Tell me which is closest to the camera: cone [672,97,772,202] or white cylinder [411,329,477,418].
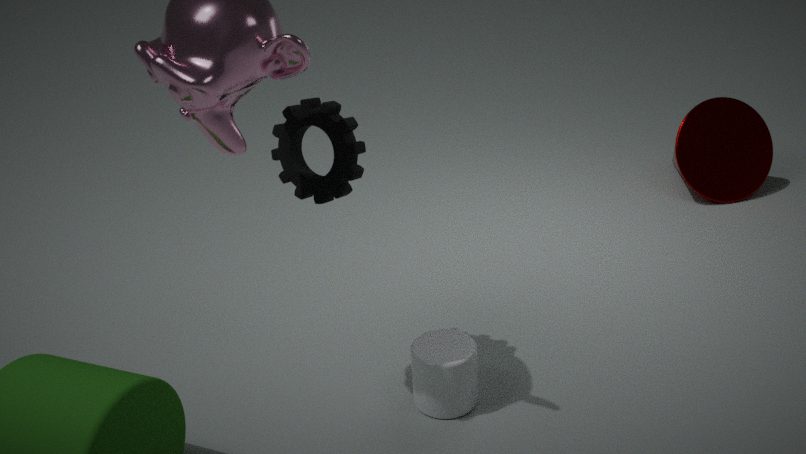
white cylinder [411,329,477,418]
